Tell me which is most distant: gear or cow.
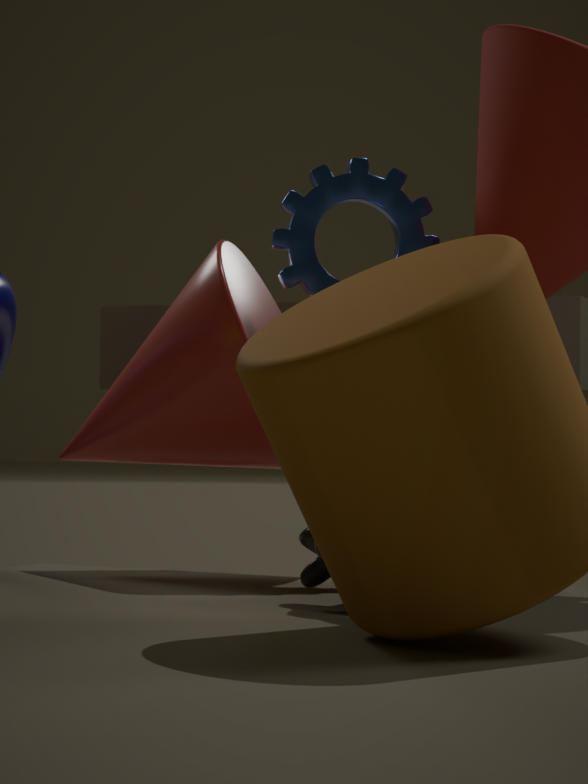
gear
